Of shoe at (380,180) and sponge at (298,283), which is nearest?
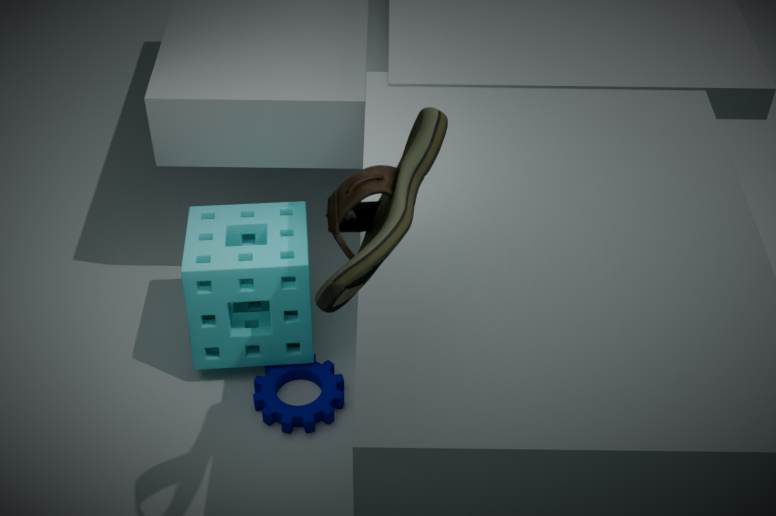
shoe at (380,180)
